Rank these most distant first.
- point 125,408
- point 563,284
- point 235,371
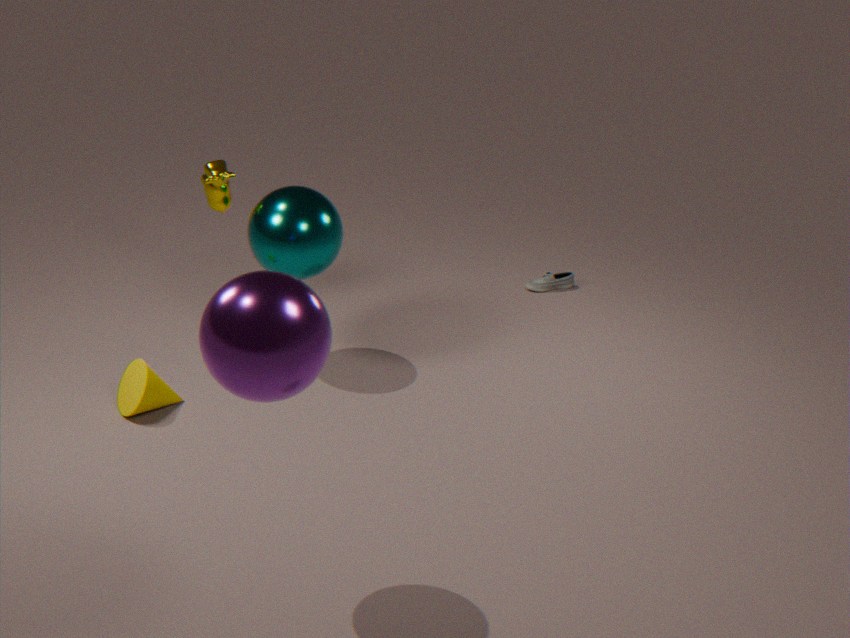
1. point 563,284
2. point 125,408
3. point 235,371
